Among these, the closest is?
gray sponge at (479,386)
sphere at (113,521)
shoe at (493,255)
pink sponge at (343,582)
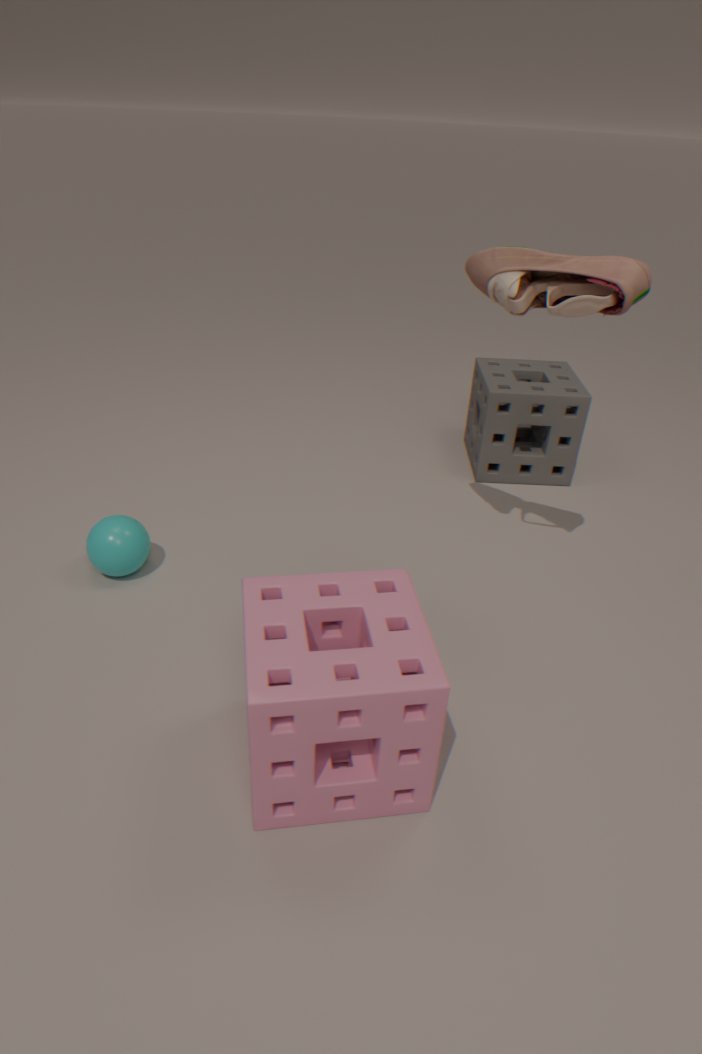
pink sponge at (343,582)
